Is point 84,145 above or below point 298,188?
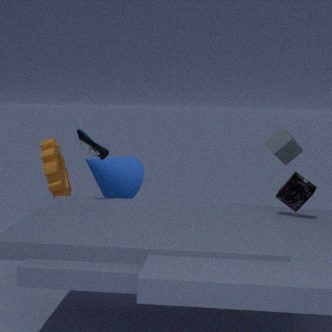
above
